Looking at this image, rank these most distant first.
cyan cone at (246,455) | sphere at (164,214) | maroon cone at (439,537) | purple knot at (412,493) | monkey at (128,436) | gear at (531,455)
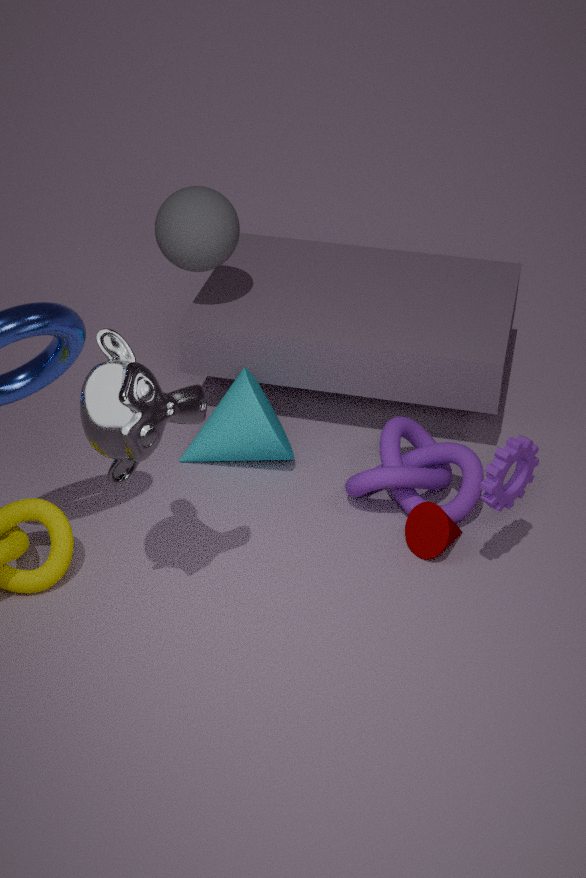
sphere at (164,214)
cyan cone at (246,455)
purple knot at (412,493)
maroon cone at (439,537)
gear at (531,455)
monkey at (128,436)
